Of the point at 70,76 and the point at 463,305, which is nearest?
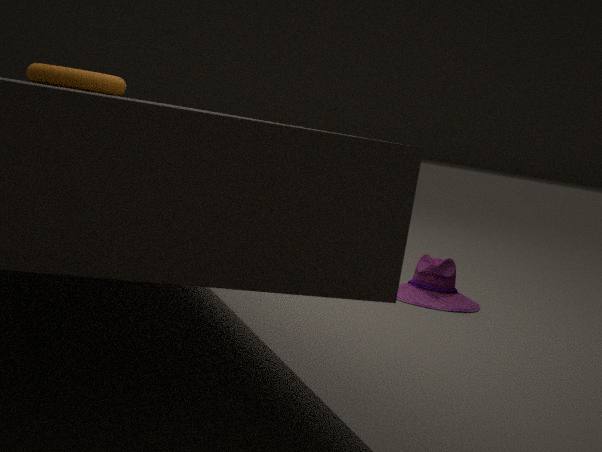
the point at 70,76
